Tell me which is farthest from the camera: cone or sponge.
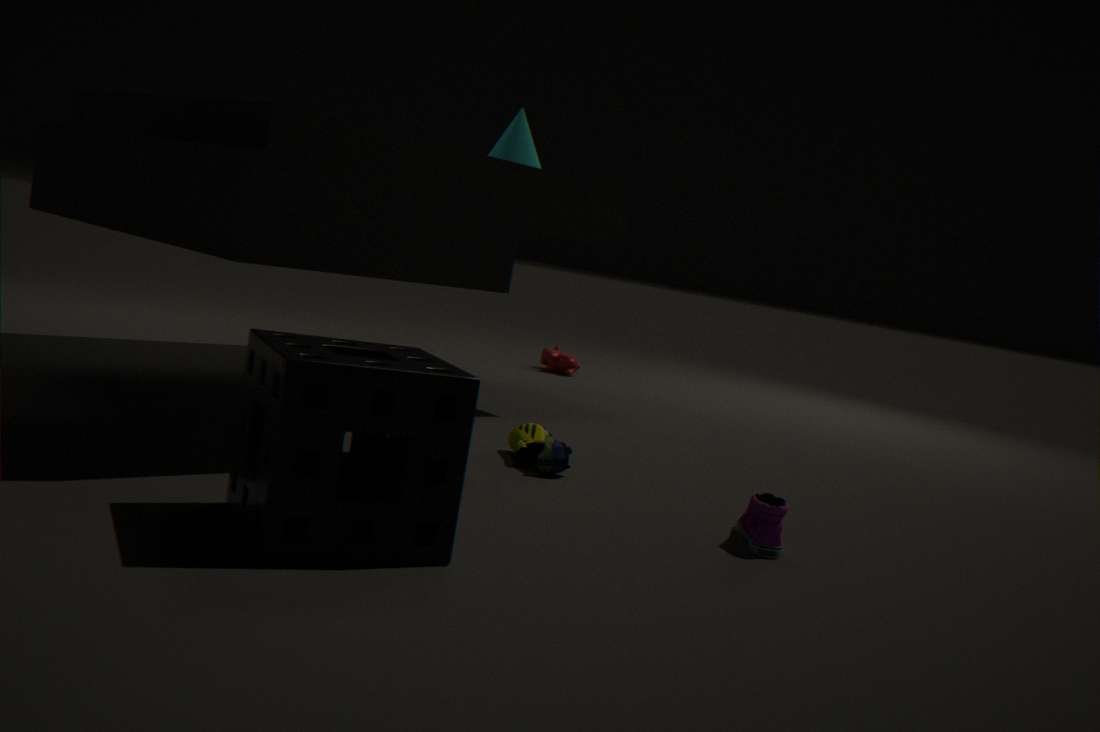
cone
